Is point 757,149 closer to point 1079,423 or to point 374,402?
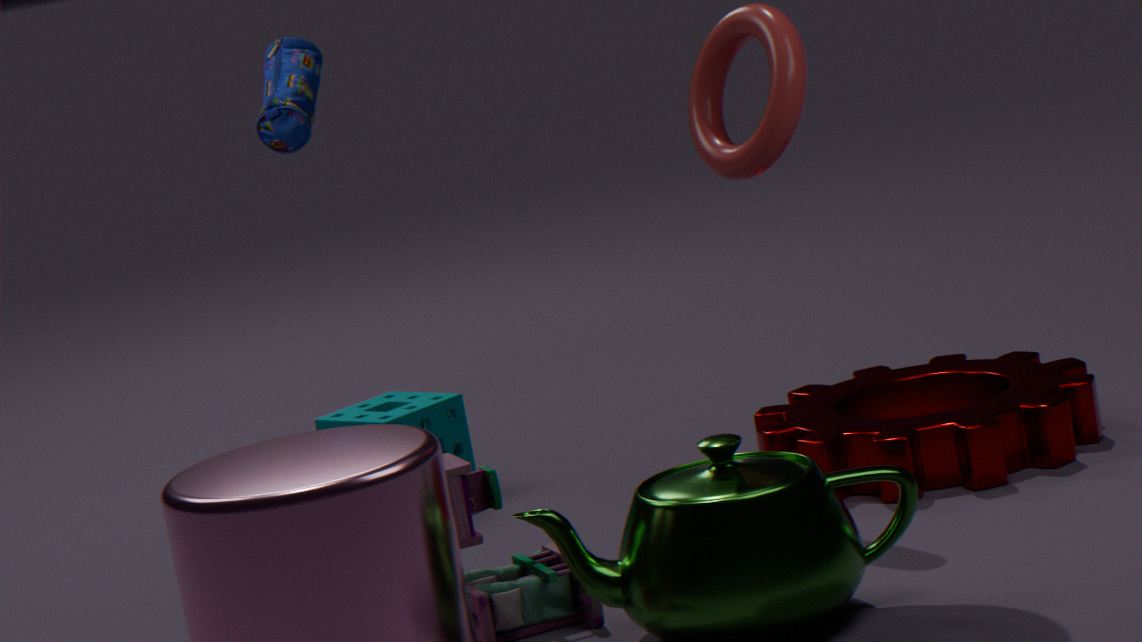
point 1079,423
